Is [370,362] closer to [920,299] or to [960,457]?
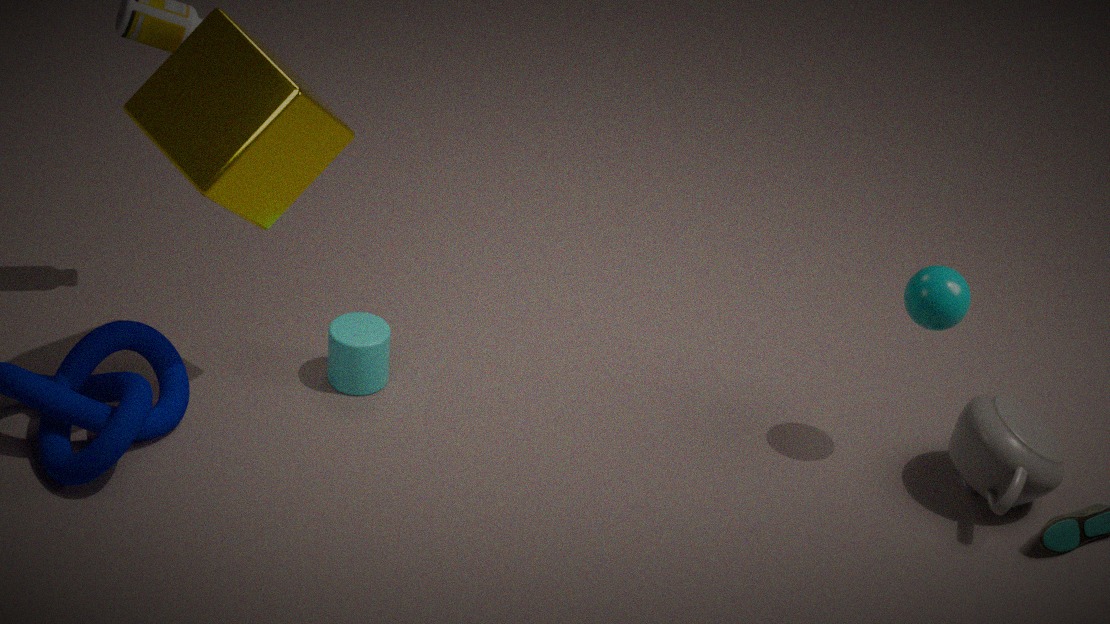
[920,299]
